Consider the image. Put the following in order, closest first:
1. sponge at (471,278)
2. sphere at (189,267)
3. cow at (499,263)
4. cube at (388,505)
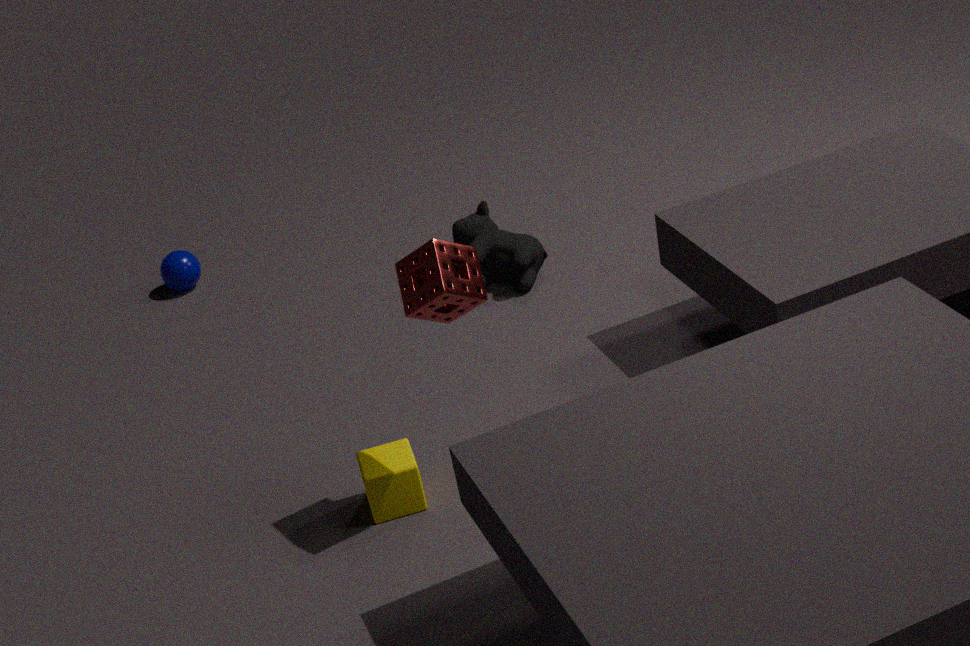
sponge at (471,278) < cube at (388,505) < cow at (499,263) < sphere at (189,267)
